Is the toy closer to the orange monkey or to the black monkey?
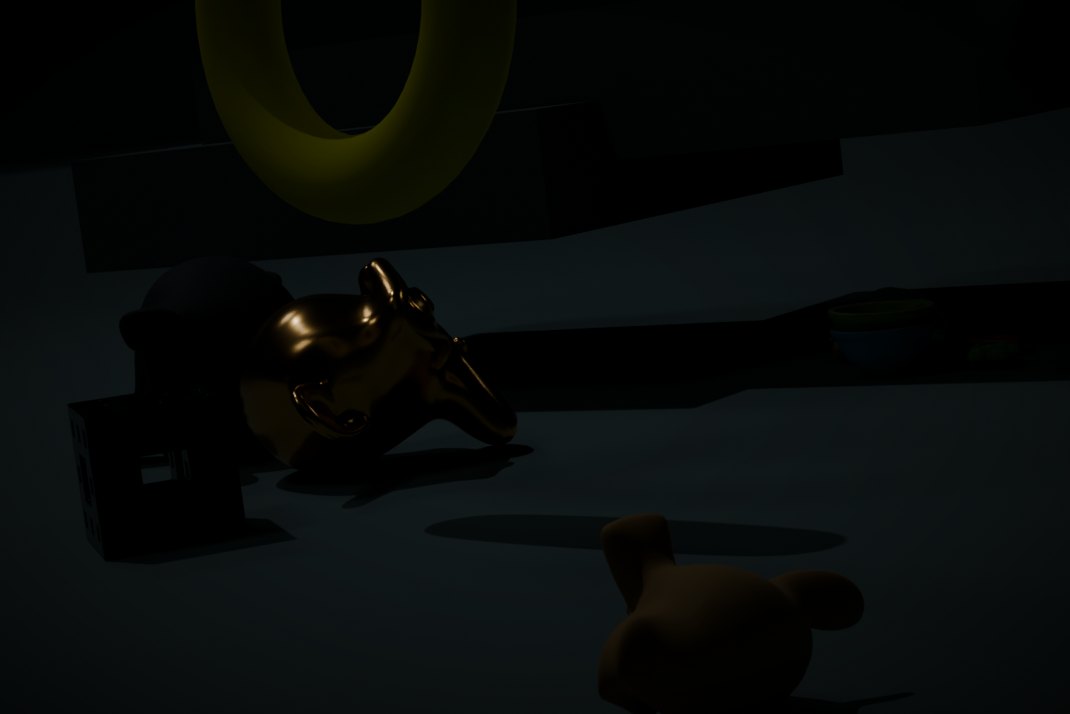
the orange monkey
